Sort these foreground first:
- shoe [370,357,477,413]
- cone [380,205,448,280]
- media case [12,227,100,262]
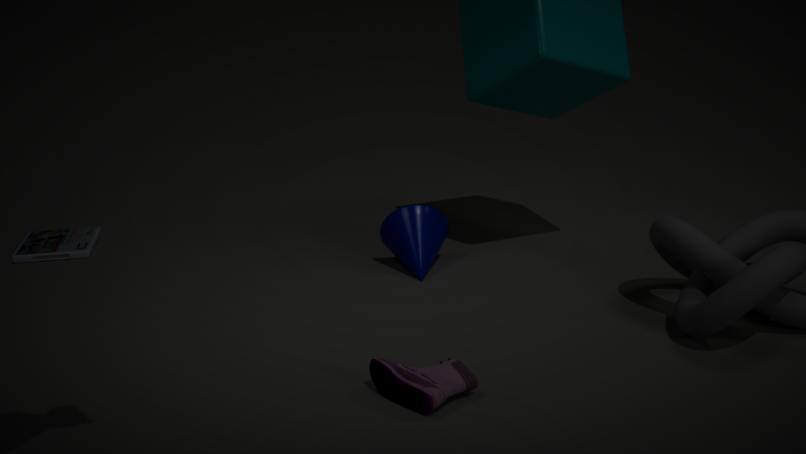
shoe [370,357,477,413] → cone [380,205,448,280] → media case [12,227,100,262]
